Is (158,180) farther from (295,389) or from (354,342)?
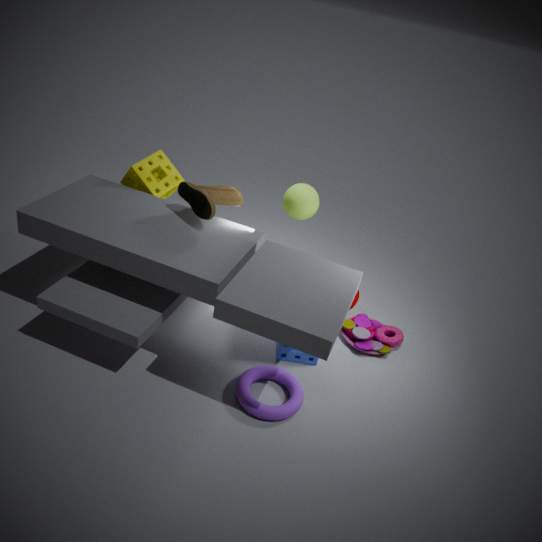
(354,342)
